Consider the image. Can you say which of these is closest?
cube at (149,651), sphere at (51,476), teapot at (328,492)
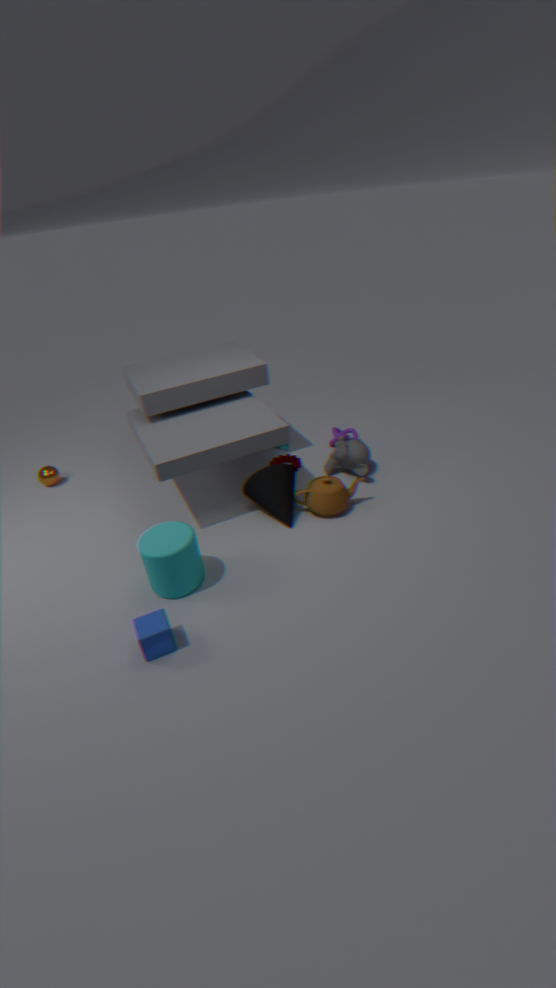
cube at (149,651)
